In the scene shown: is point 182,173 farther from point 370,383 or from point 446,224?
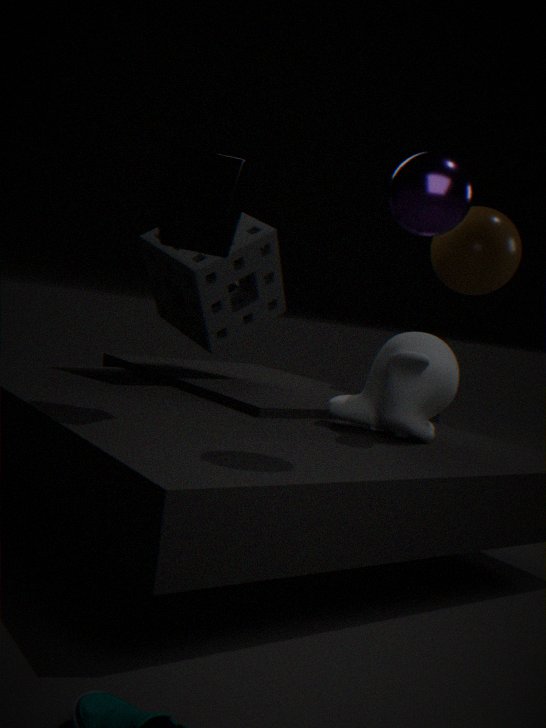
point 370,383
